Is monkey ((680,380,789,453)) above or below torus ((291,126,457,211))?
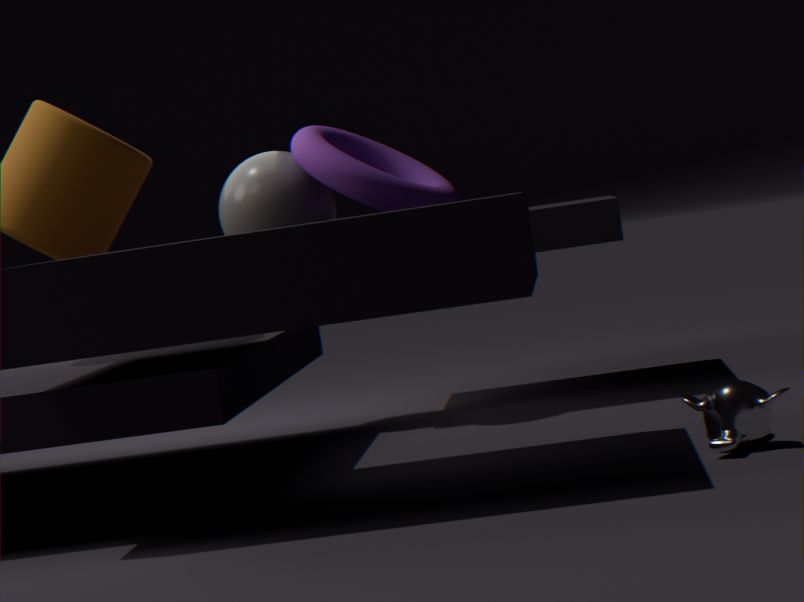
below
